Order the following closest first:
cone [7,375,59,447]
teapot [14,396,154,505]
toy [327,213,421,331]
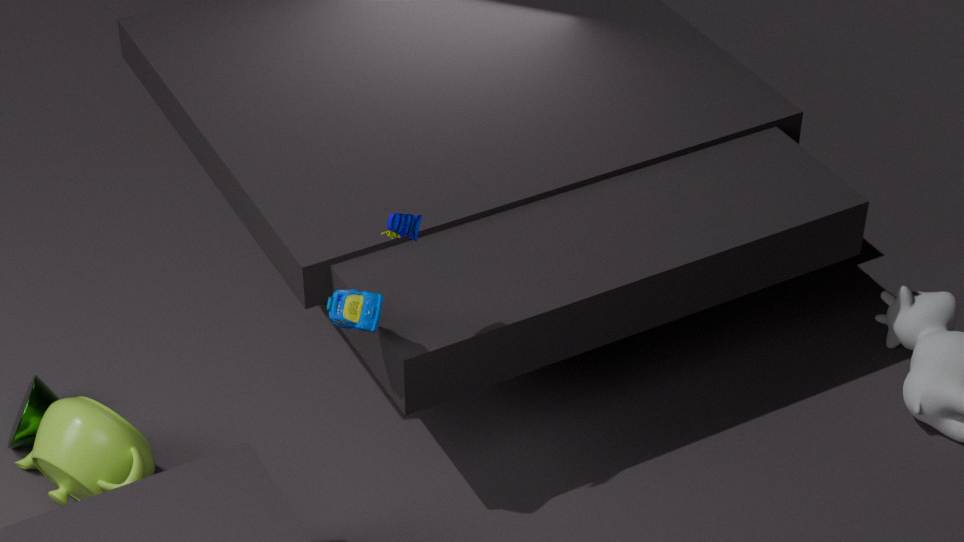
toy [327,213,421,331] < teapot [14,396,154,505] < cone [7,375,59,447]
